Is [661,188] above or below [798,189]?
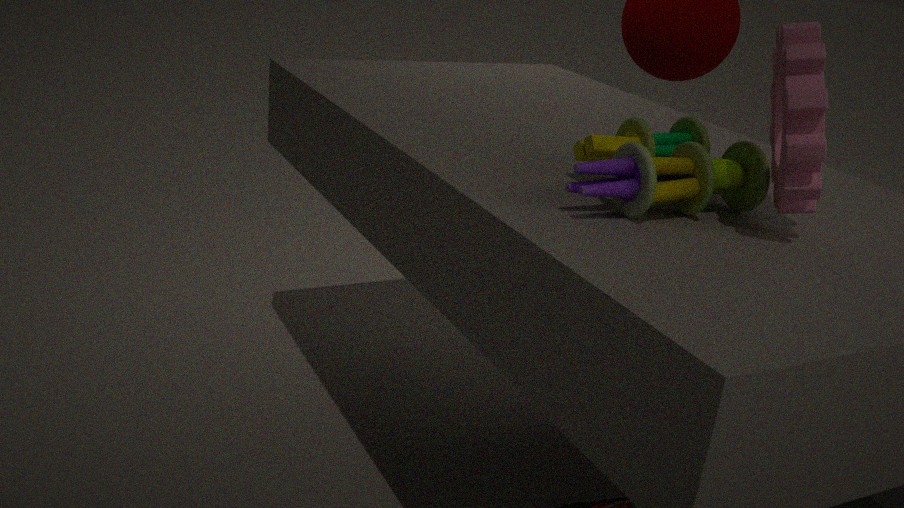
below
